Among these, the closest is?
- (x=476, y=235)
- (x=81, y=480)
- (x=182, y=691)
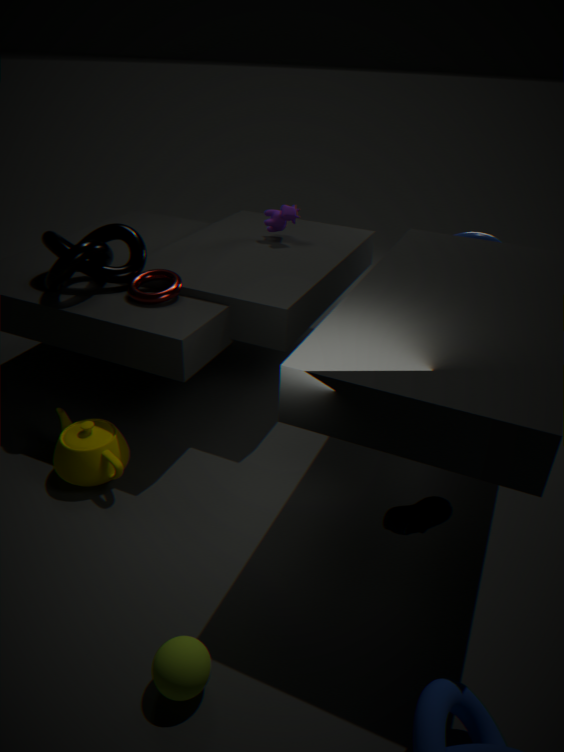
(x=182, y=691)
